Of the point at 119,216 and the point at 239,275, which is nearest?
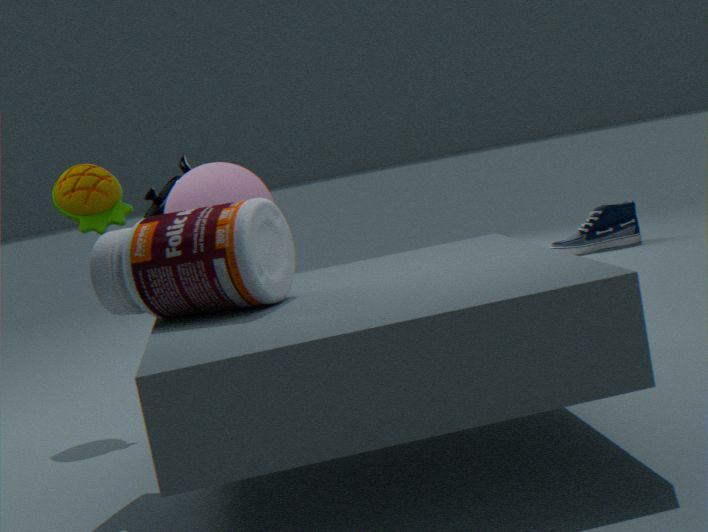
the point at 239,275
